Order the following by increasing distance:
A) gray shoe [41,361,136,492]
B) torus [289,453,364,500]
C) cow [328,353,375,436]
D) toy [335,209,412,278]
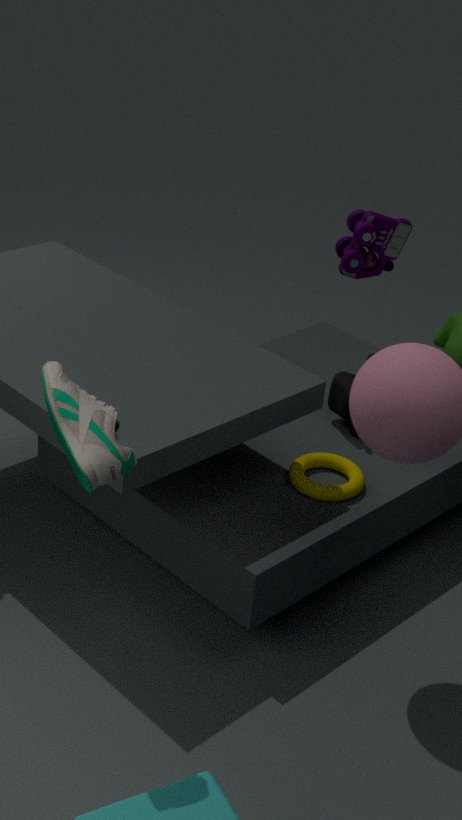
gray shoe [41,361,136,492] < torus [289,453,364,500] < toy [335,209,412,278] < cow [328,353,375,436]
